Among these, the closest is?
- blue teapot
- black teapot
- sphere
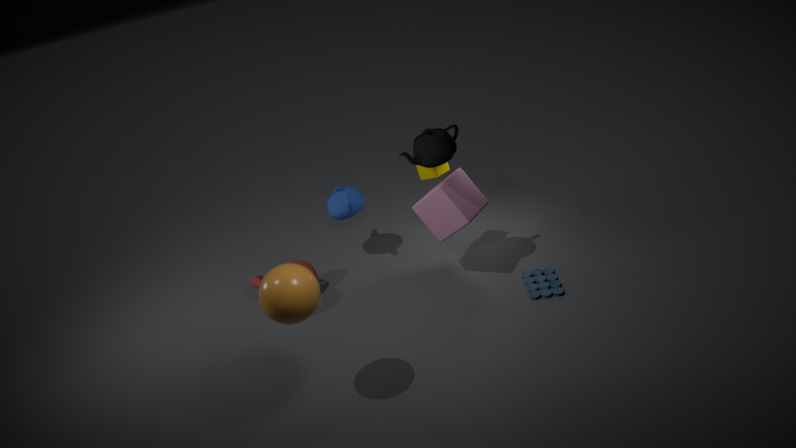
sphere
